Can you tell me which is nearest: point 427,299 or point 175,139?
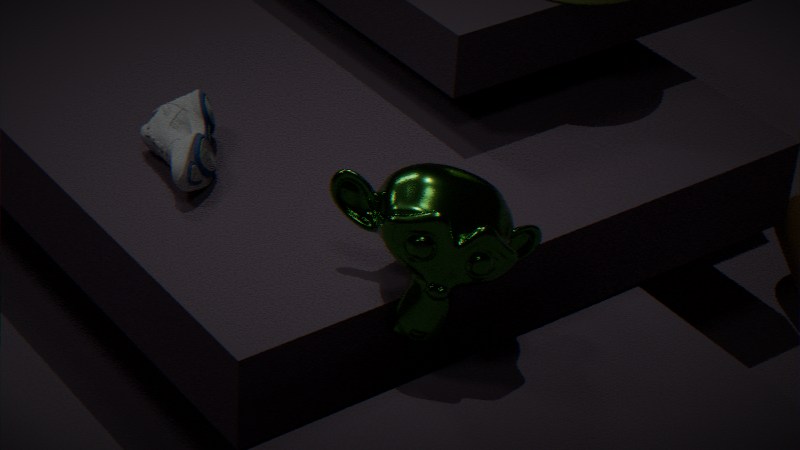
point 427,299
